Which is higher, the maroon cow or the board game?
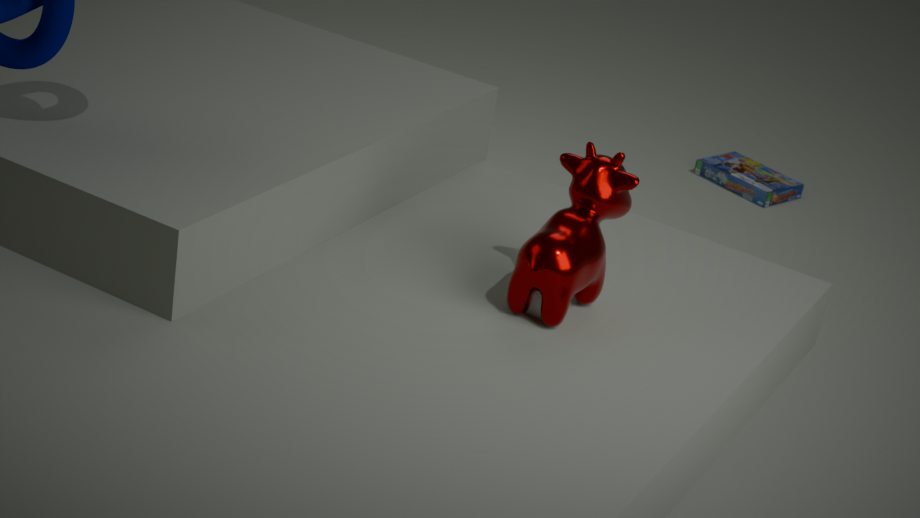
the maroon cow
